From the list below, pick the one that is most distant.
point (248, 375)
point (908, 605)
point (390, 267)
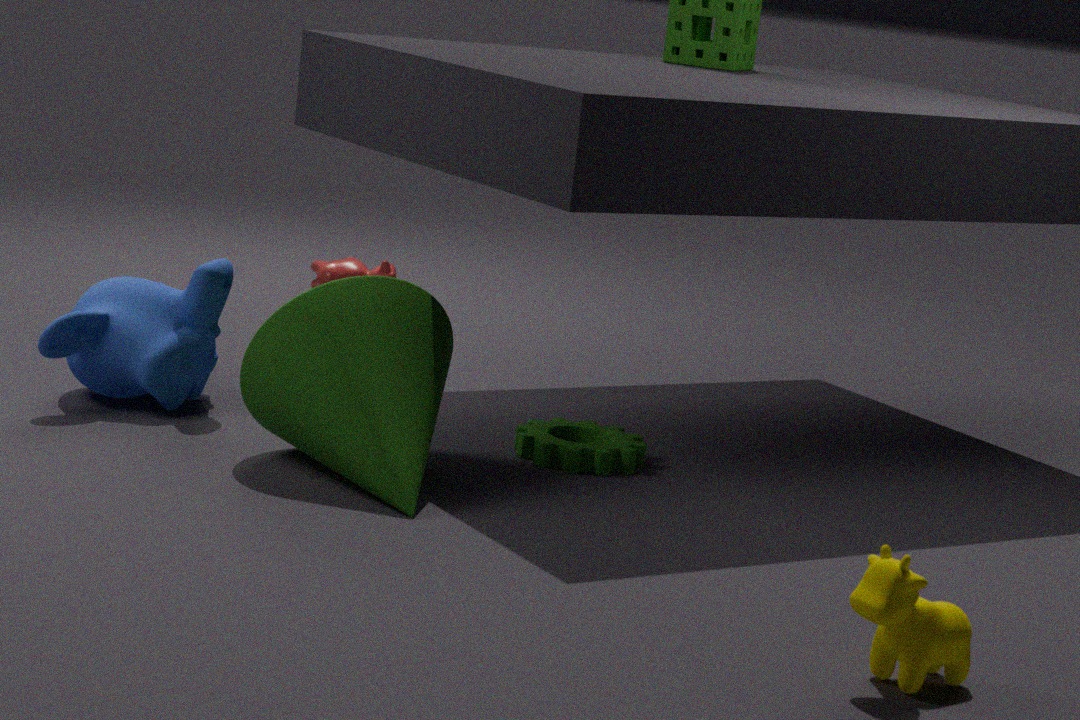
point (390, 267)
